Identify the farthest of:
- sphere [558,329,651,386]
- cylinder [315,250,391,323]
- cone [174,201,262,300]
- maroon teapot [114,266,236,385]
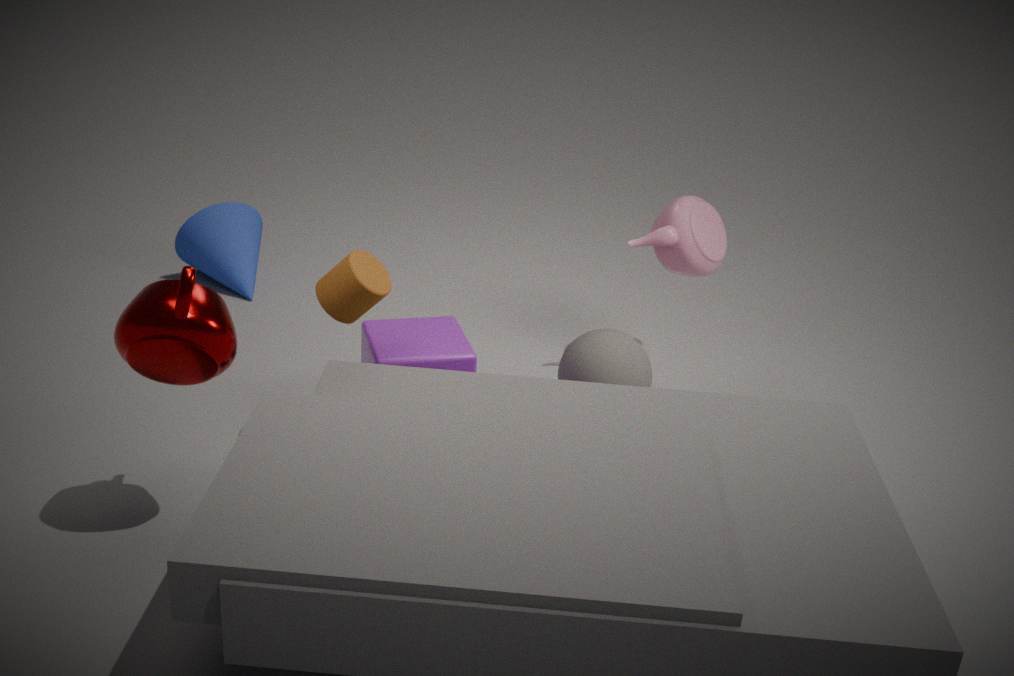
cone [174,201,262,300]
